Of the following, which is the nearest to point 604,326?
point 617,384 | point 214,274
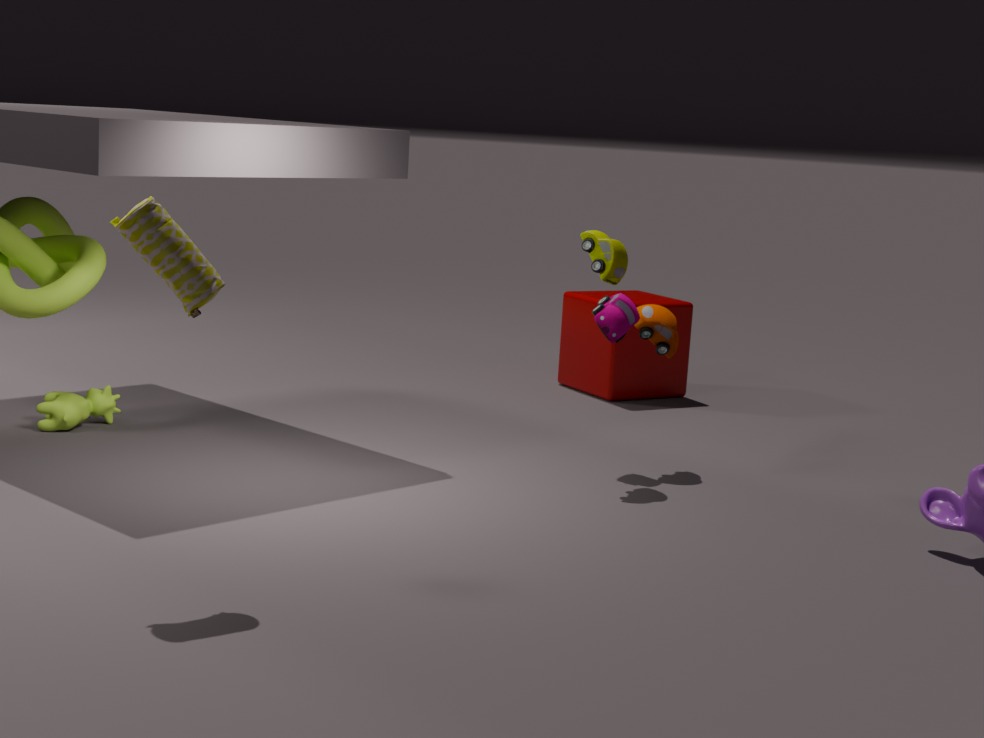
point 617,384
